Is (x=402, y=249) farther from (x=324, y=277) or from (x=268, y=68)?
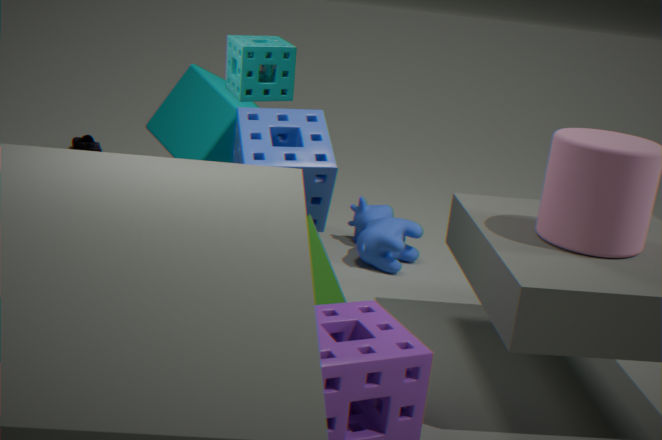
(x=268, y=68)
